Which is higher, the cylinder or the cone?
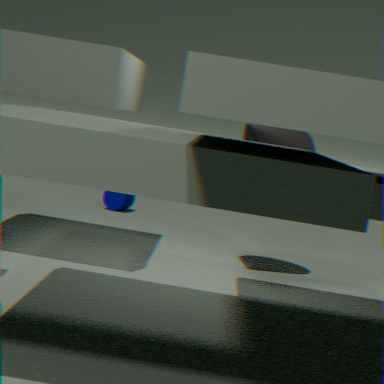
the cone
